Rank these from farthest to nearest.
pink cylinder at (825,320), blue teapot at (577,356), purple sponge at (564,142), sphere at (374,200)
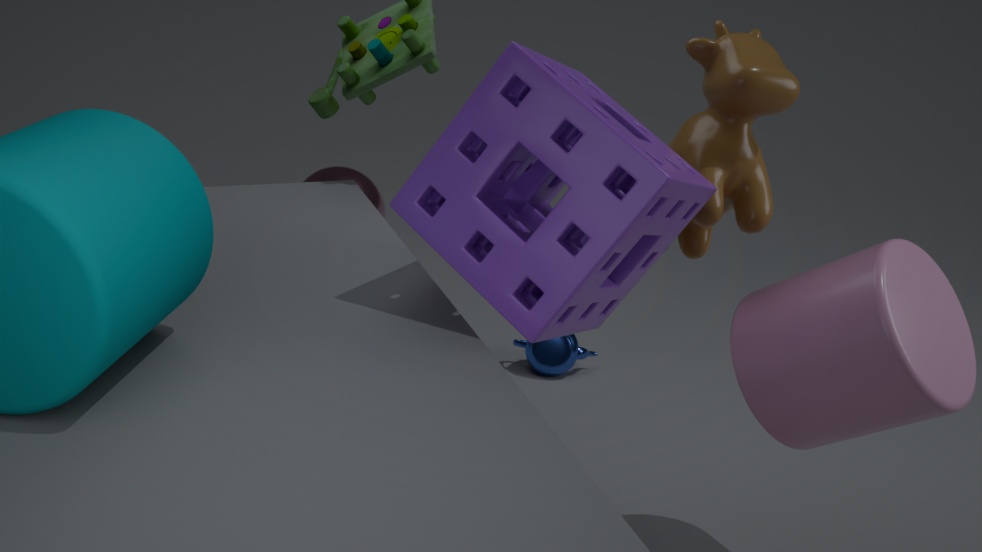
sphere at (374,200), blue teapot at (577,356), pink cylinder at (825,320), purple sponge at (564,142)
